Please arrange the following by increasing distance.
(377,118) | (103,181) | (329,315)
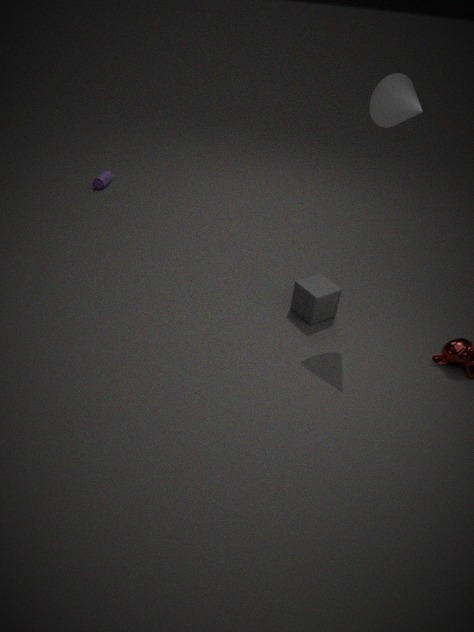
1. (377,118)
2. (329,315)
3. (103,181)
